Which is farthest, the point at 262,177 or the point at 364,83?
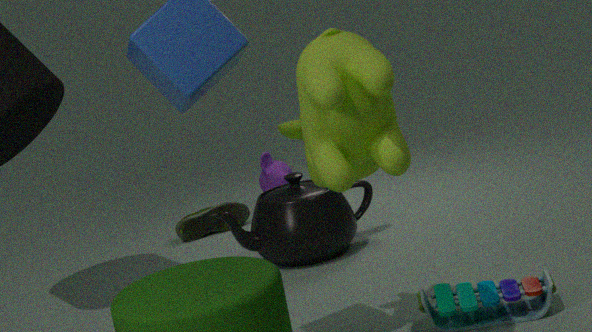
the point at 262,177
